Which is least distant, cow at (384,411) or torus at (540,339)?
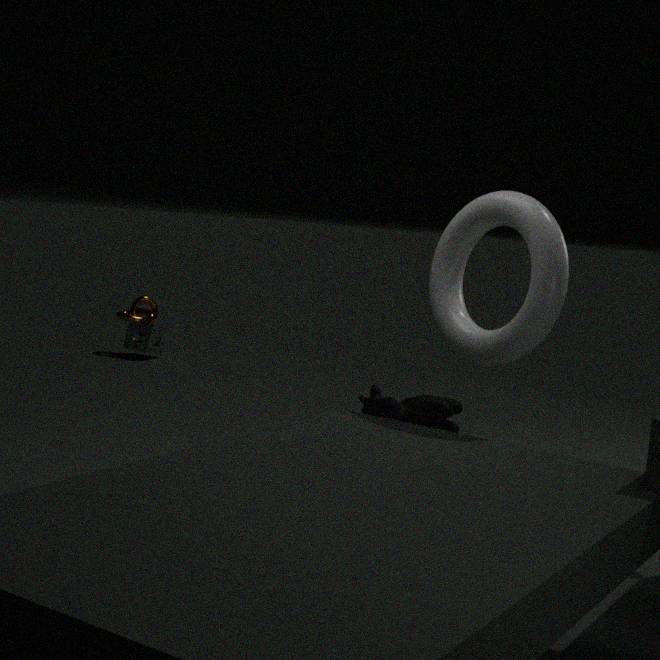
torus at (540,339)
